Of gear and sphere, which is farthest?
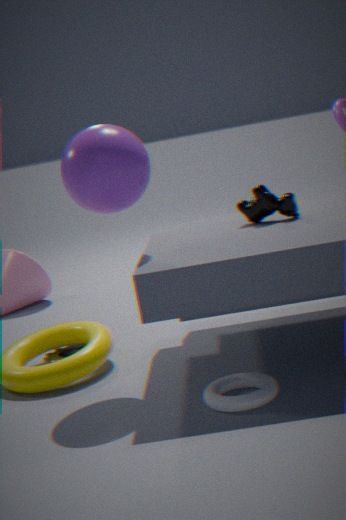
gear
